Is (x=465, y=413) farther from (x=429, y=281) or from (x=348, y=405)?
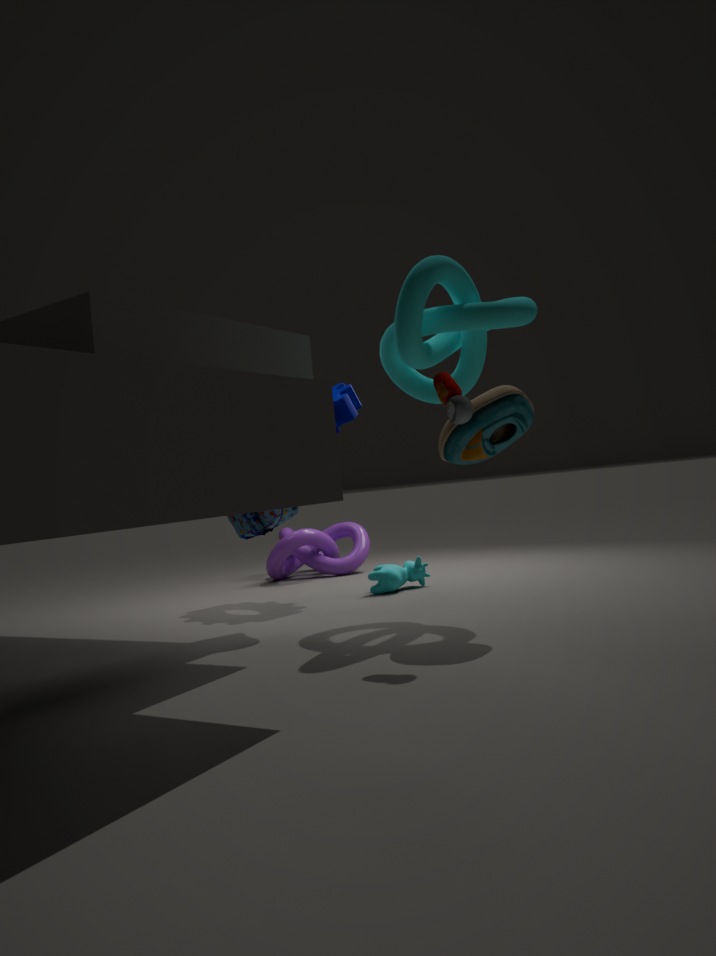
(x=348, y=405)
